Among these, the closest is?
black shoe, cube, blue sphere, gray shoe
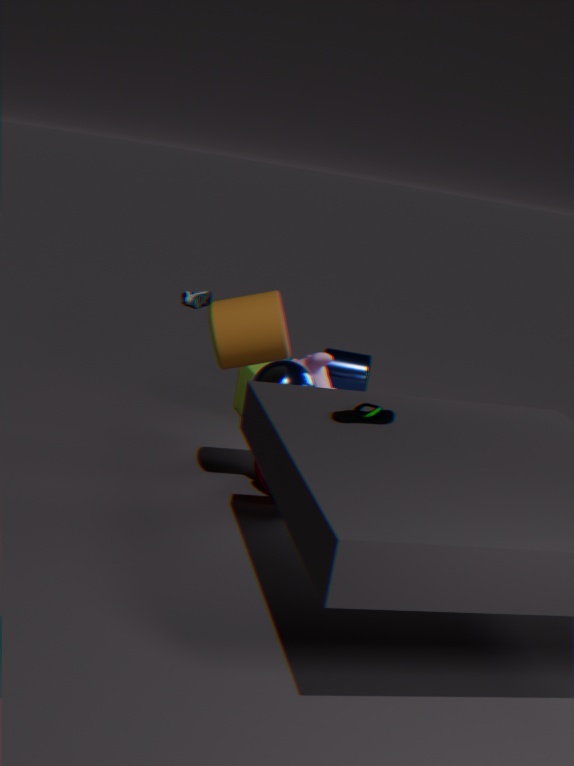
black shoe
